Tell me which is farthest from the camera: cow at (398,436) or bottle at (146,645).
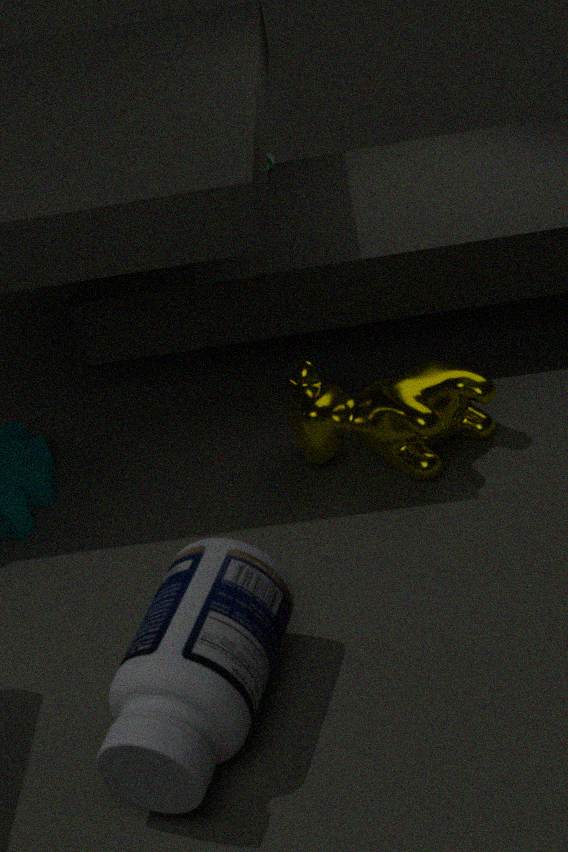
cow at (398,436)
